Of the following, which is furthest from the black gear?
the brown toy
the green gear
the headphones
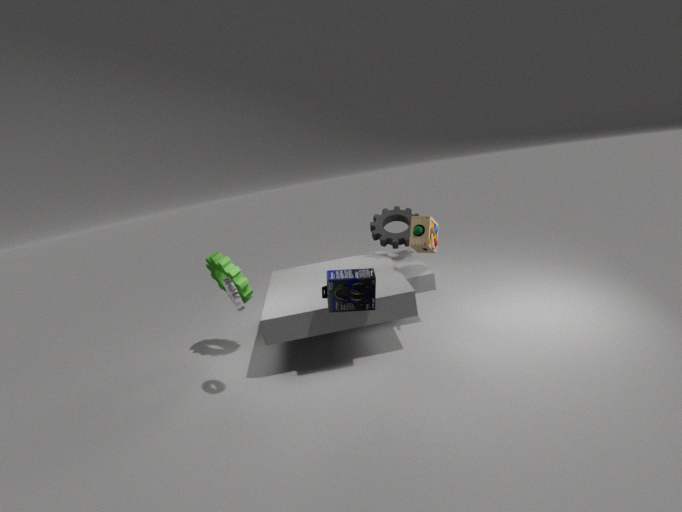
the green gear
